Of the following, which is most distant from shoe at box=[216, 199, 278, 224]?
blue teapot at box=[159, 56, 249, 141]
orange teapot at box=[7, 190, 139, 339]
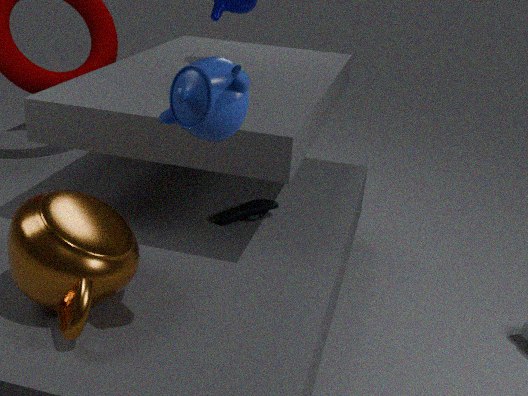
blue teapot at box=[159, 56, 249, 141]
